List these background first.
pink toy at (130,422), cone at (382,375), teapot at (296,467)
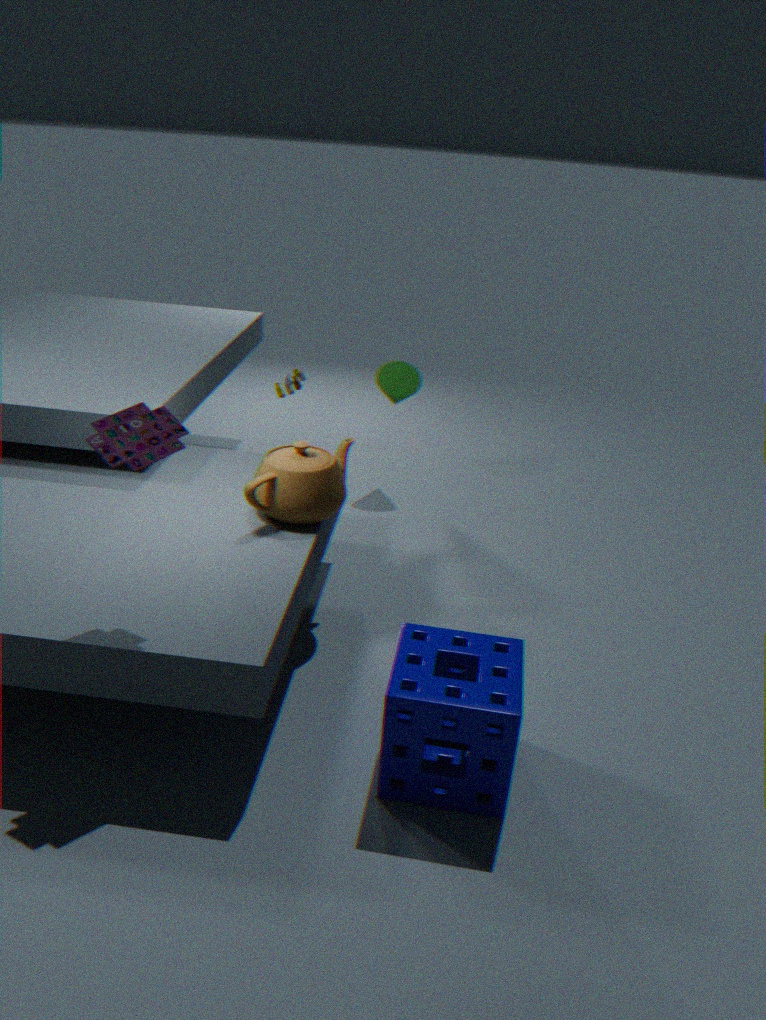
cone at (382,375)
teapot at (296,467)
pink toy at (130,422)
